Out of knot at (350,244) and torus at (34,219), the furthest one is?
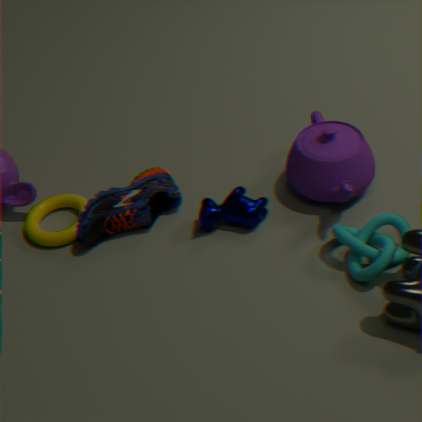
torus at (34,219)
